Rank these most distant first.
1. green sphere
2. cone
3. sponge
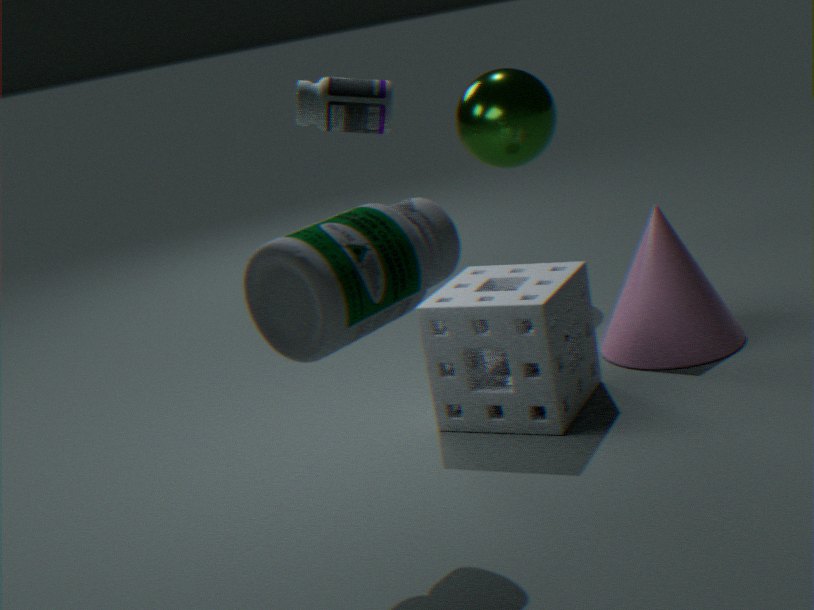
green sphere → cone → sponge
